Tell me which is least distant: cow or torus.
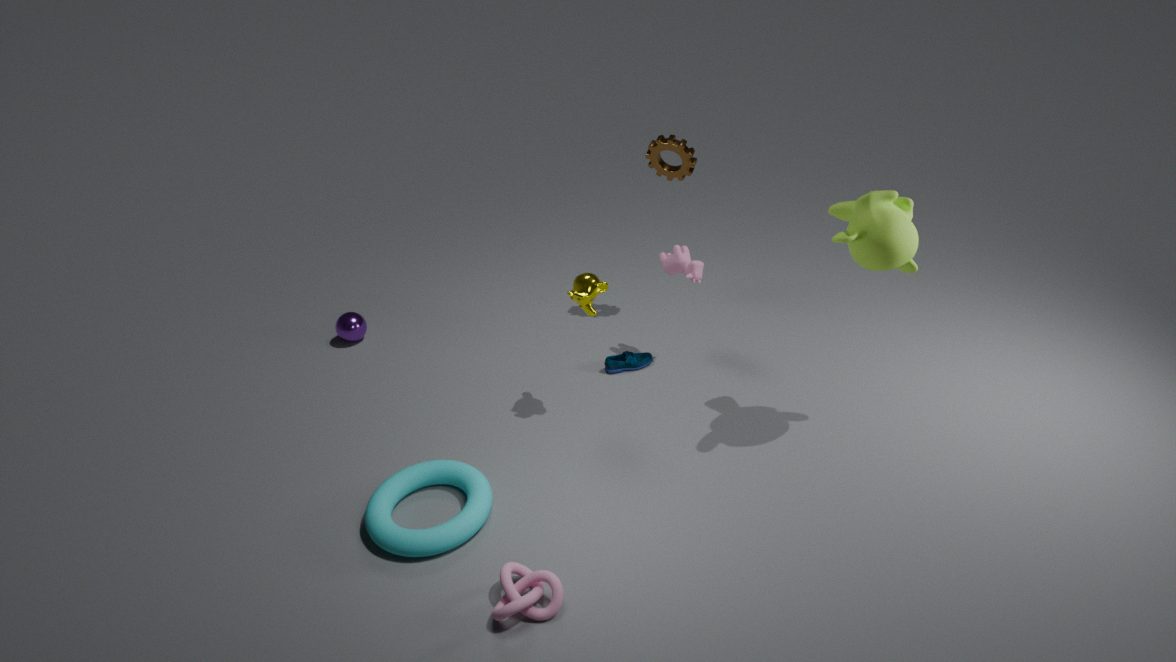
torus
